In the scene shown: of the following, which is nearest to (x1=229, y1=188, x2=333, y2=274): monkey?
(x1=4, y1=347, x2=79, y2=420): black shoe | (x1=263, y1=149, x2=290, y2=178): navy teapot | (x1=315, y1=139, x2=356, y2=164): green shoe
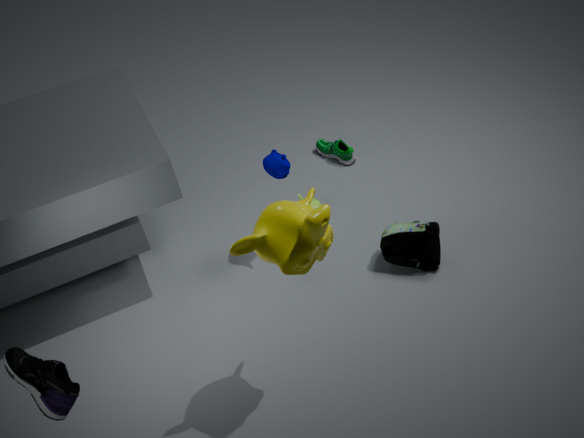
(x1=263, y1=149, x2=290, y2=178): navy teapot
